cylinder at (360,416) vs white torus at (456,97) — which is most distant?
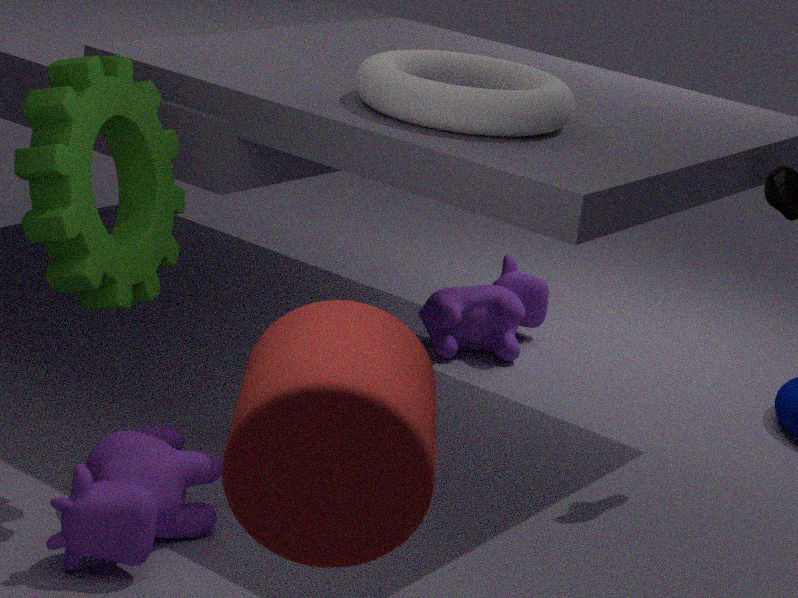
white torus at (456,97)
